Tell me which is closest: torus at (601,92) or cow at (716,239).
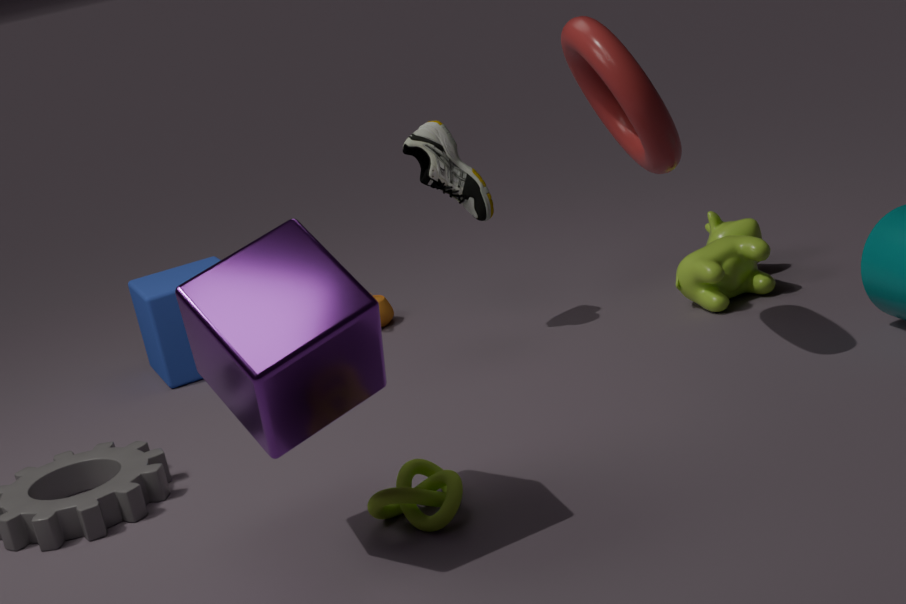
torus at (601,92)
